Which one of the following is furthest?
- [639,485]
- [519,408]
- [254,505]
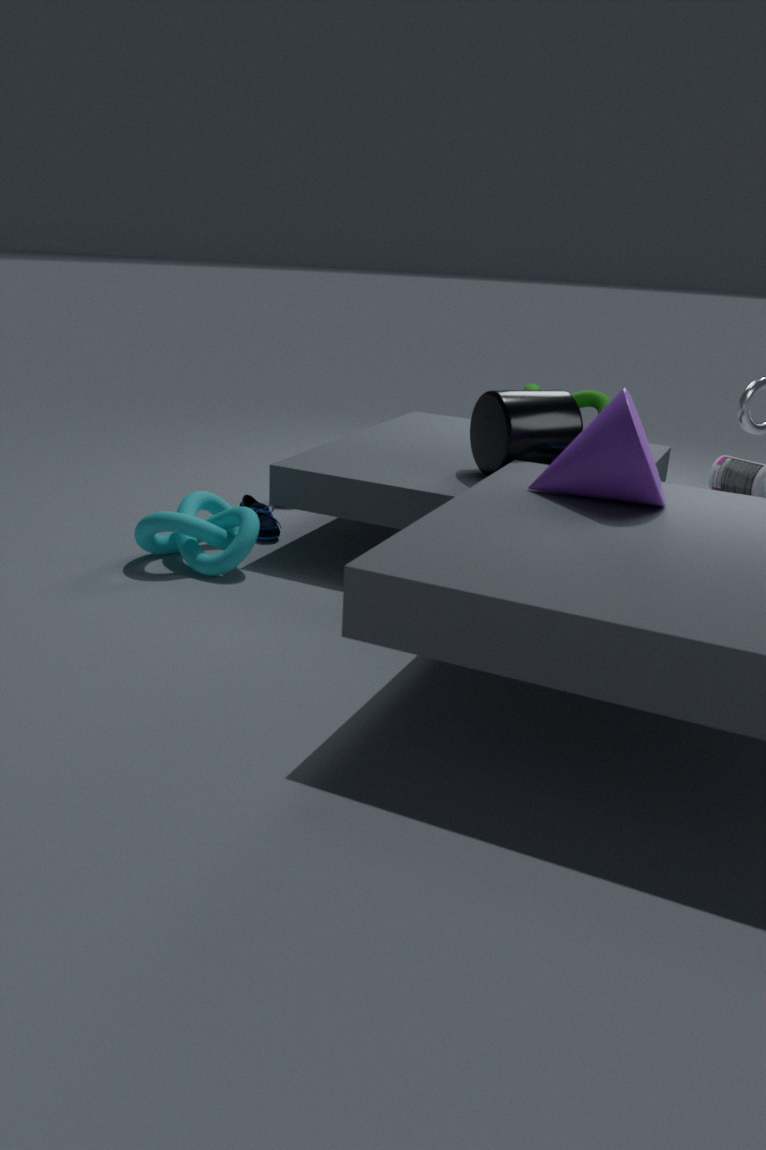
[254,505]
